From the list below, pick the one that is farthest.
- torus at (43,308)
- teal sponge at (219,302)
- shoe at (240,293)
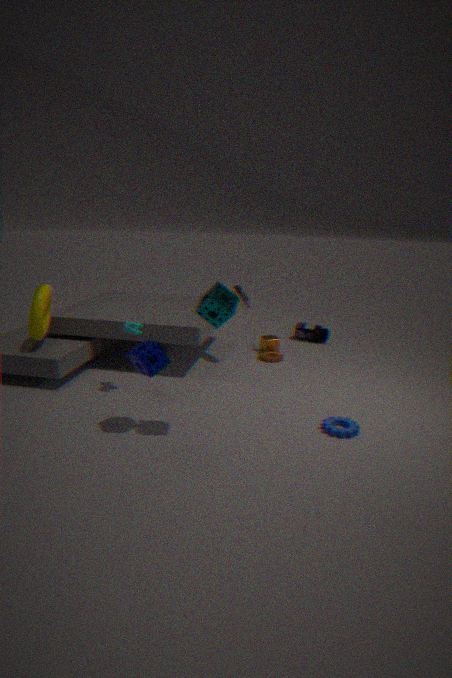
shoe at (240,293)
